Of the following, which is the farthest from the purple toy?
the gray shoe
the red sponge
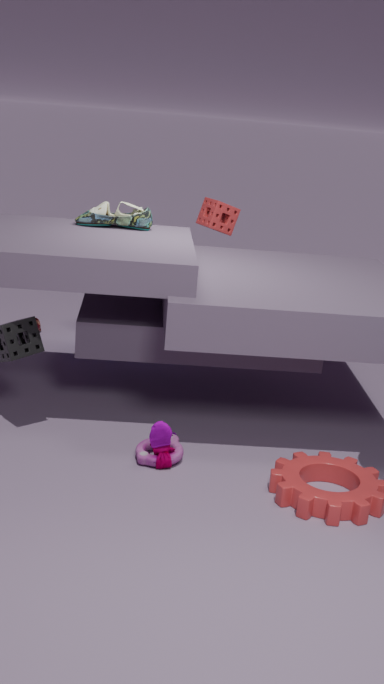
the red sponge
